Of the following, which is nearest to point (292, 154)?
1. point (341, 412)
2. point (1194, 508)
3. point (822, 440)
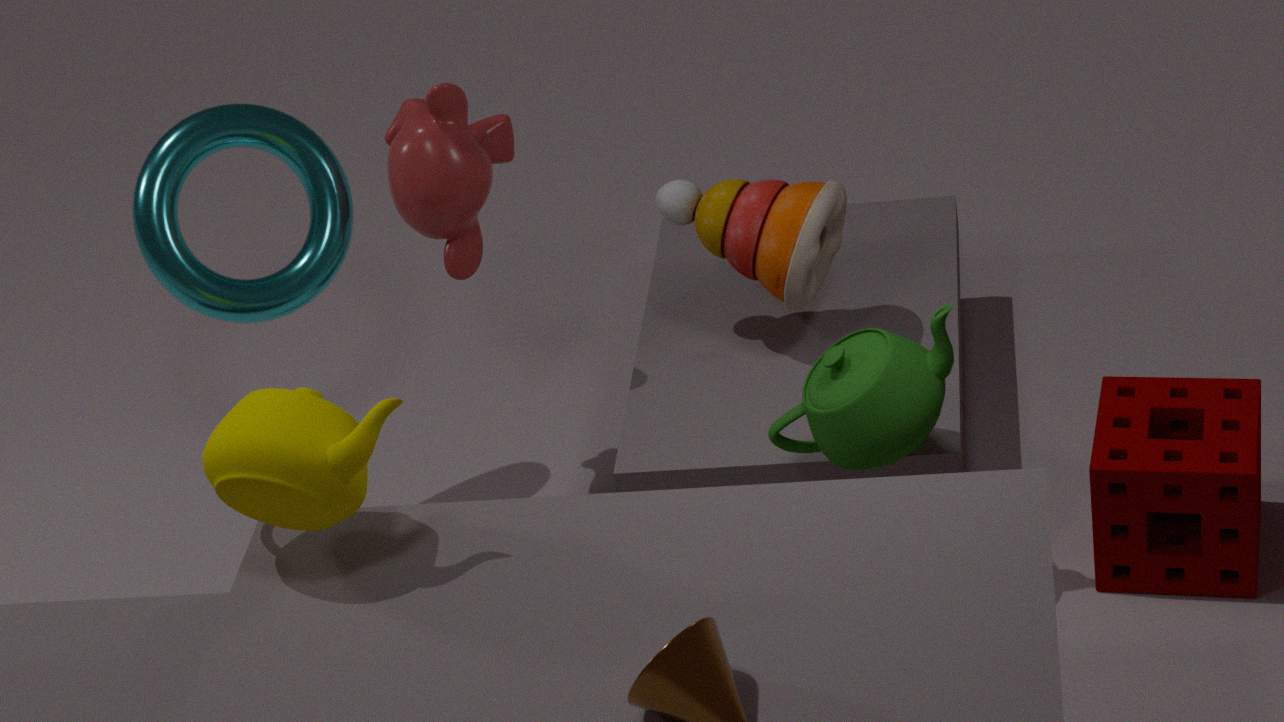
point (341, 412)
